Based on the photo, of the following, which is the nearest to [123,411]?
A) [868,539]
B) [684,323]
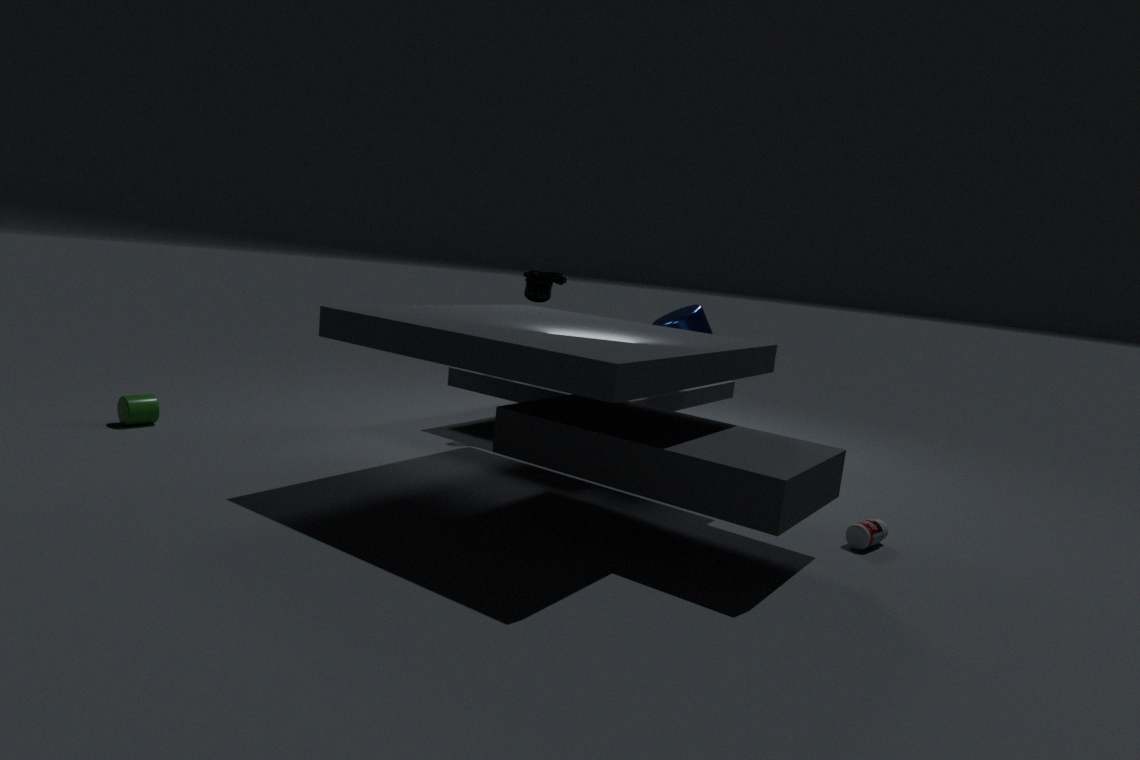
[684,323]
